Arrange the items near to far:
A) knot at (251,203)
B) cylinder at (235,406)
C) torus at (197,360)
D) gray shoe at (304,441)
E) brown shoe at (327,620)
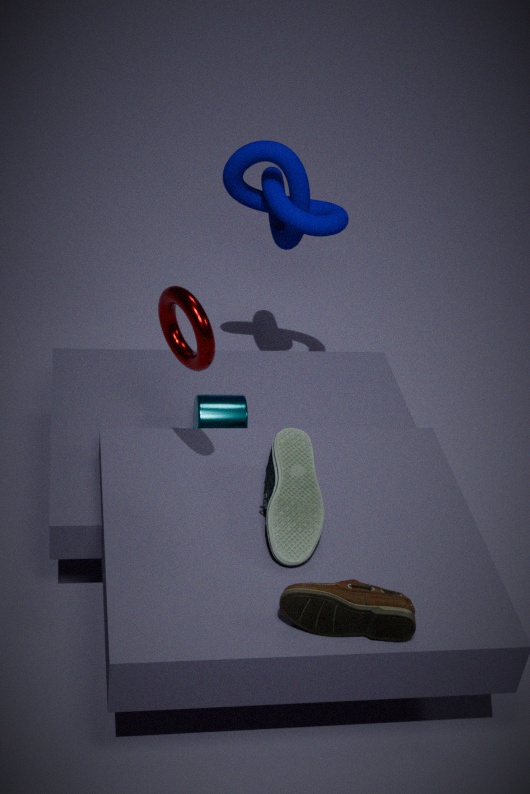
brown shoe at (327,620) → torus at (197,360) → gray shoe at (304,441) → cylinder at (235,406) → knot at (251,203)
